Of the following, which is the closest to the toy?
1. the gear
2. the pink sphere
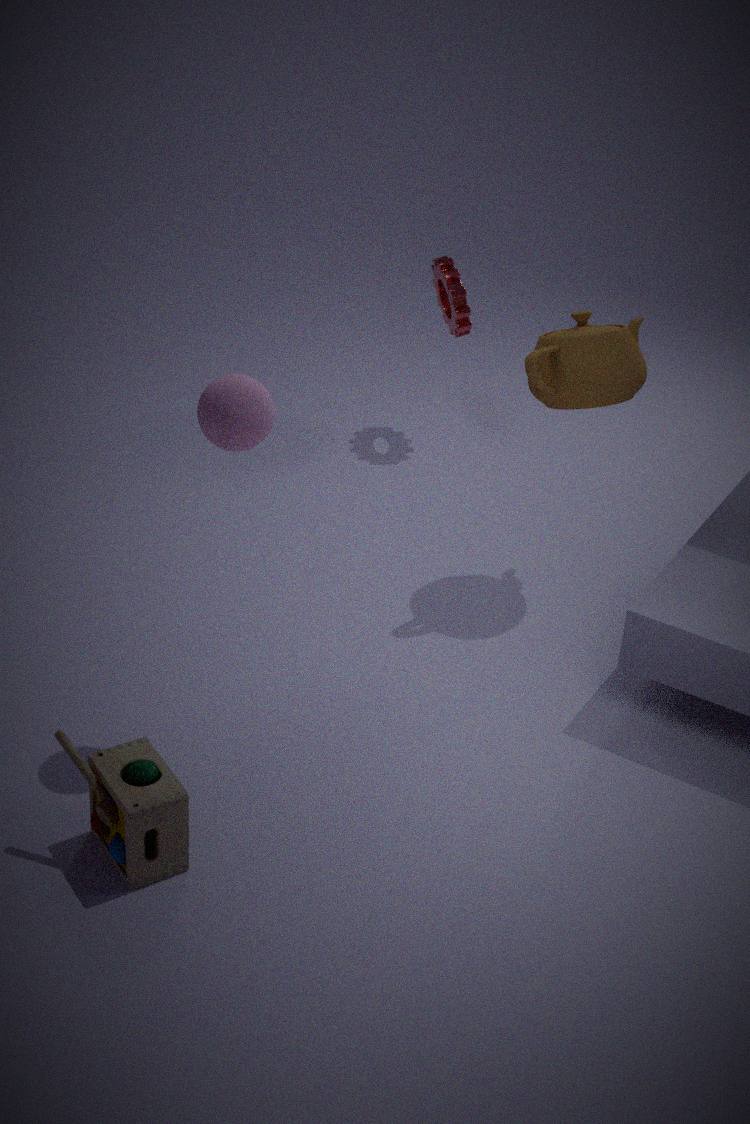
the pink sphere
